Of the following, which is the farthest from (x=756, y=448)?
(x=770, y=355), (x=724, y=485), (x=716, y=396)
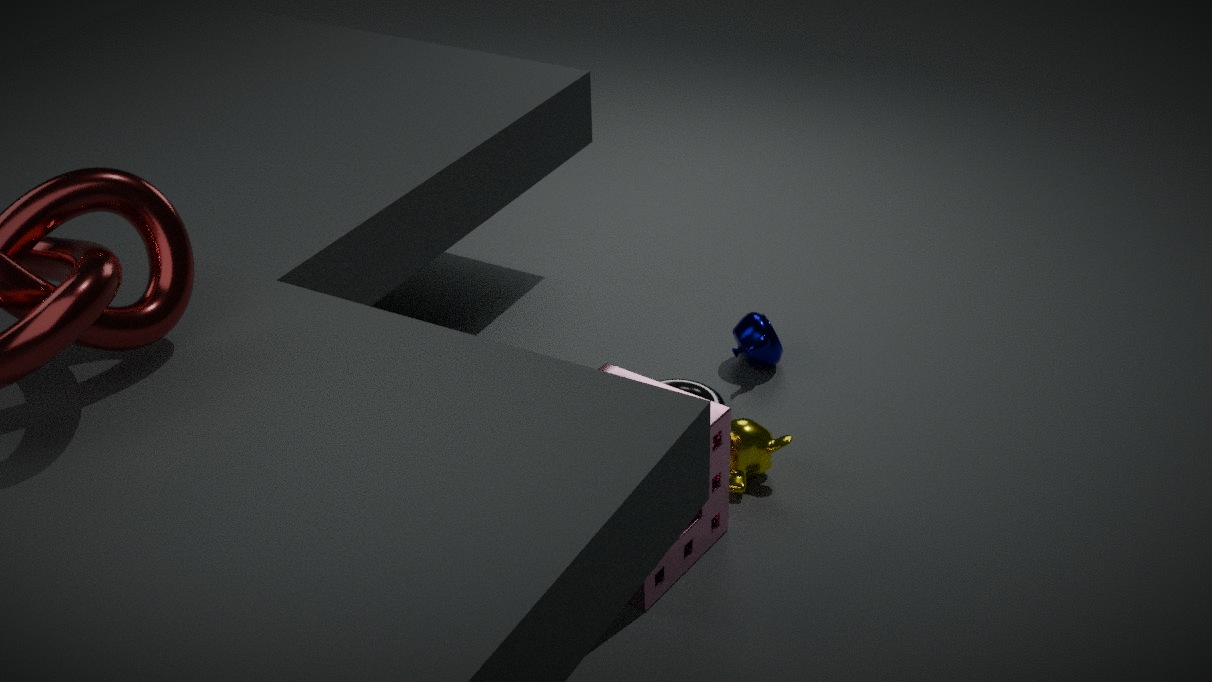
(x=770, y=355)
